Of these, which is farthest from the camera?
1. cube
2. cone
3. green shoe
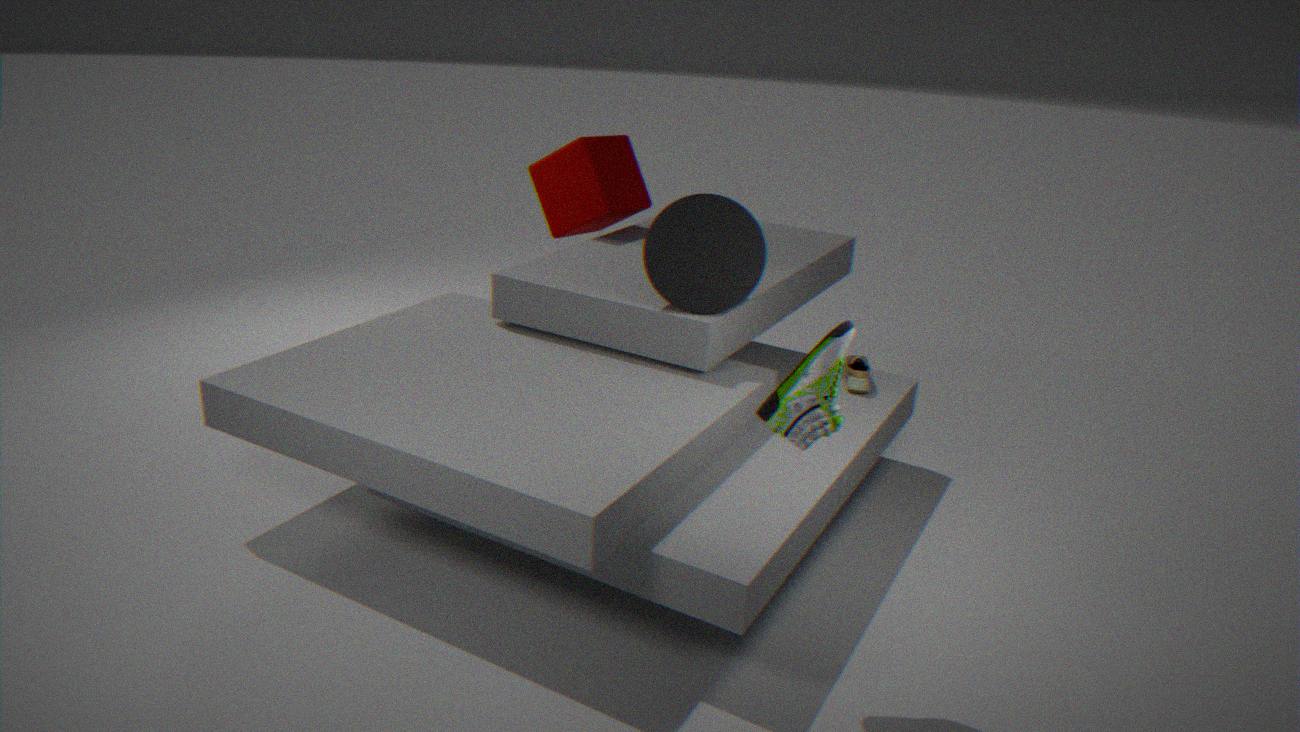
cube
